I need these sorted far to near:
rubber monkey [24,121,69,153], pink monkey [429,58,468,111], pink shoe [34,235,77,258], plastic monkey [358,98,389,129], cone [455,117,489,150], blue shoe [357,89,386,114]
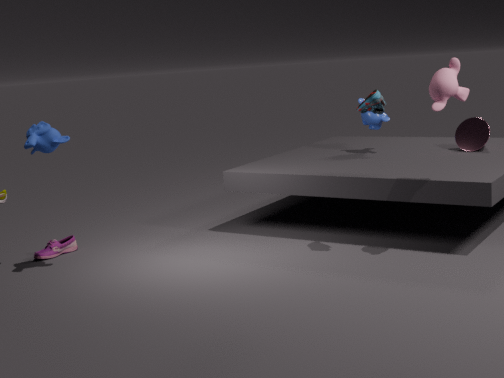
plastic monkey [358,98,389,129] → cone [455,117,489,150] → pink shoe [34,235,77,258] → rubber monkey [24,121,69,153] → blue shoe [357,89,386,114] → pink monkey [429,58,468,111]
